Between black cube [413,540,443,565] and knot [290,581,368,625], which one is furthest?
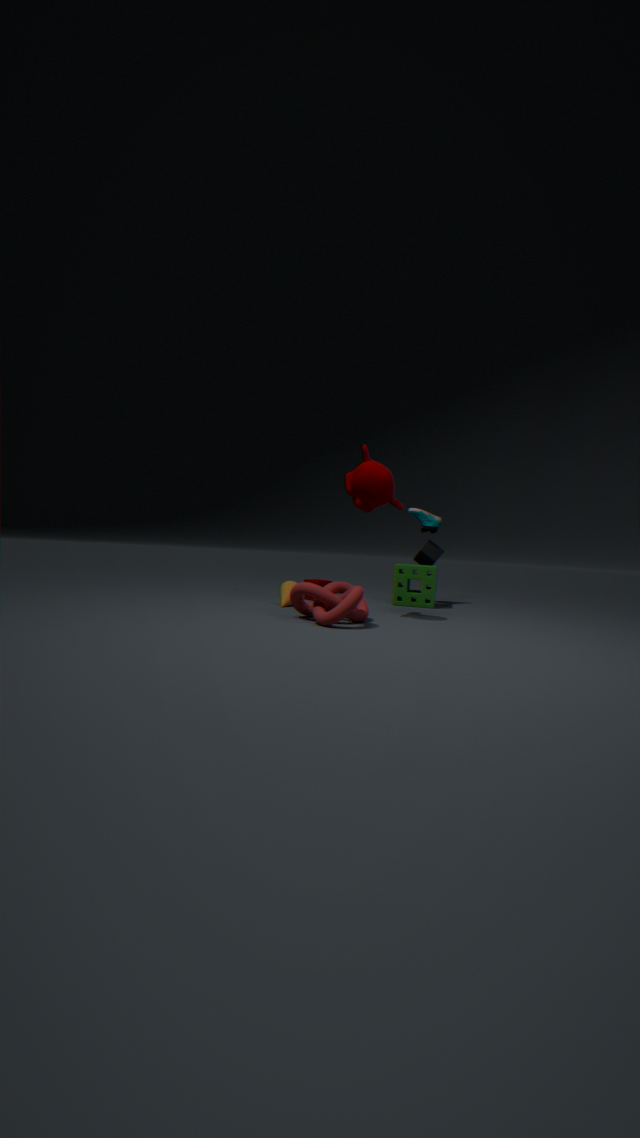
black cube [413,540,443,565]
